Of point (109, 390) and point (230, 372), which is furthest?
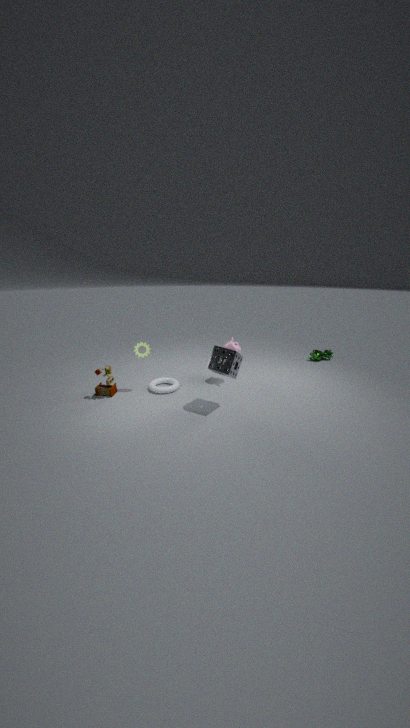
point (109, 390)
